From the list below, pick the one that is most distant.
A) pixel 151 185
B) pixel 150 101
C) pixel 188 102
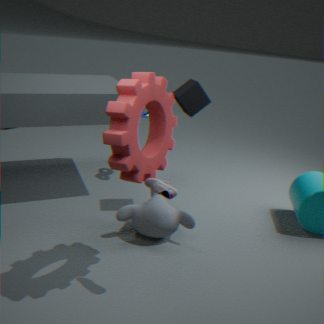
pixel 188 102
